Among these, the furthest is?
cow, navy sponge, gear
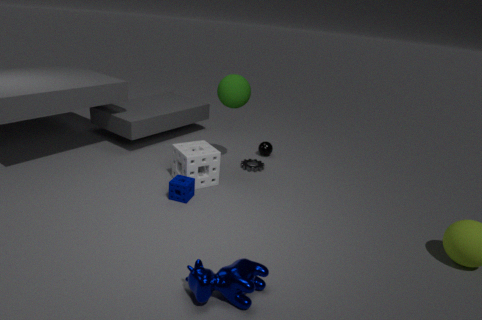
gear
